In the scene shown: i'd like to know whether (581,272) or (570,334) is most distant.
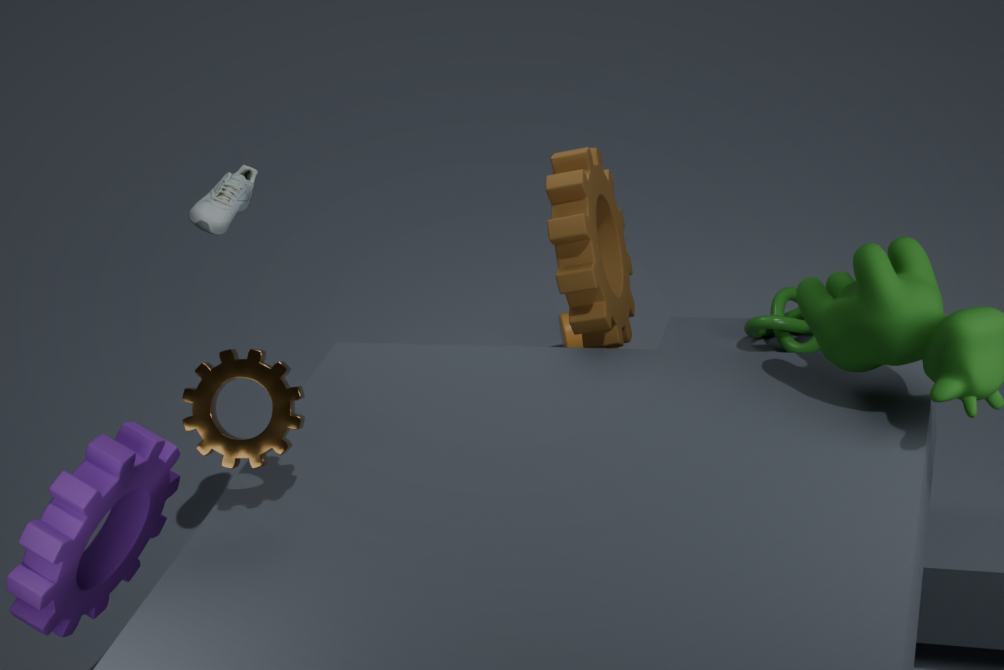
(570,334)
